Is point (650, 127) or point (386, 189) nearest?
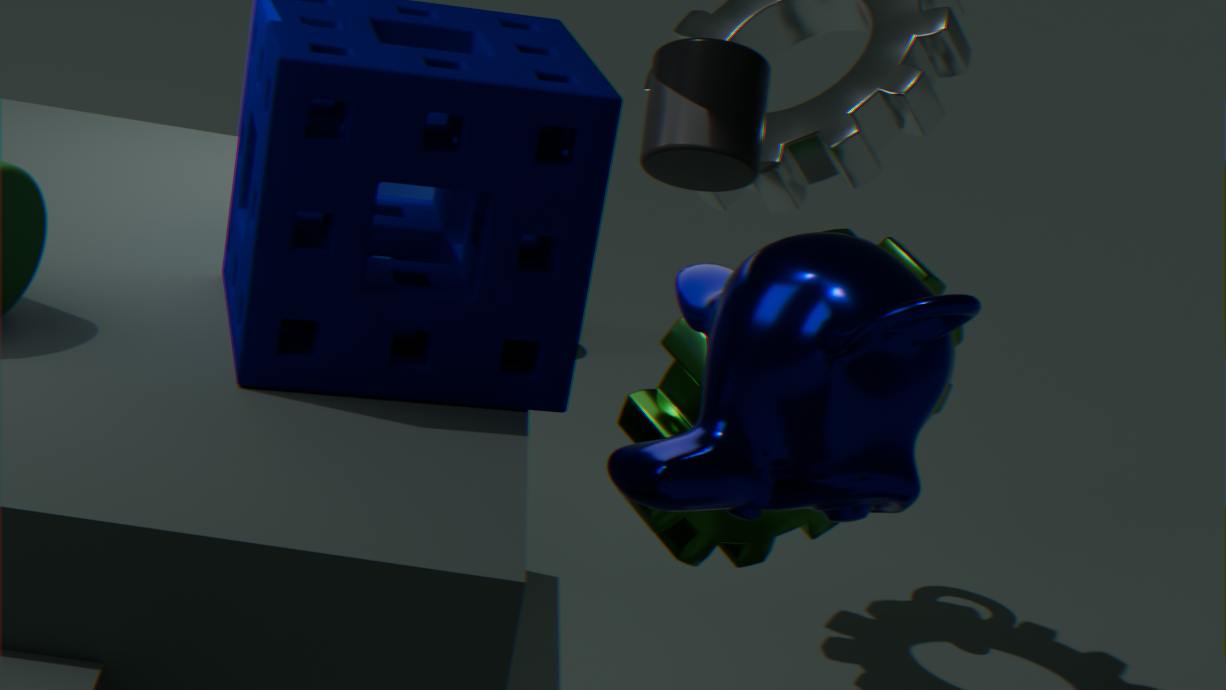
point (386, 189)
